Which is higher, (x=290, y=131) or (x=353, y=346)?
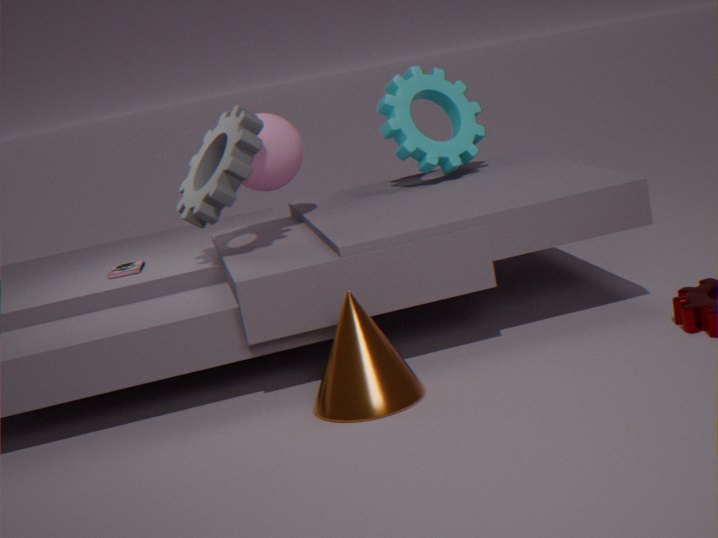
(x=290, y=131)
